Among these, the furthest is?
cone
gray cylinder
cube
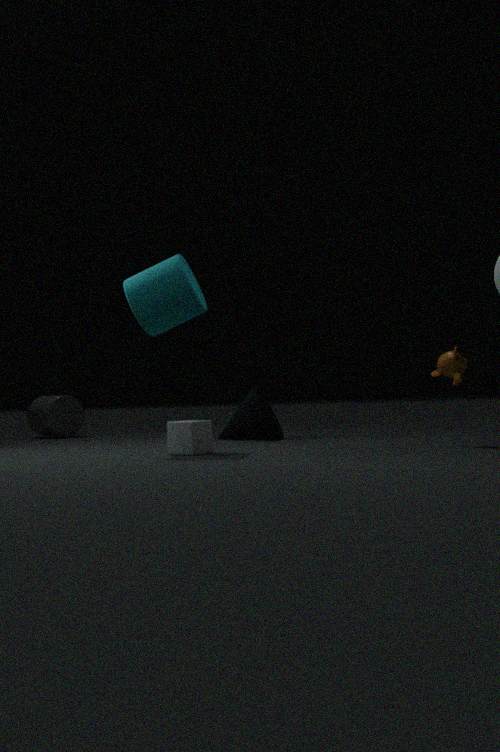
gray cylinder
